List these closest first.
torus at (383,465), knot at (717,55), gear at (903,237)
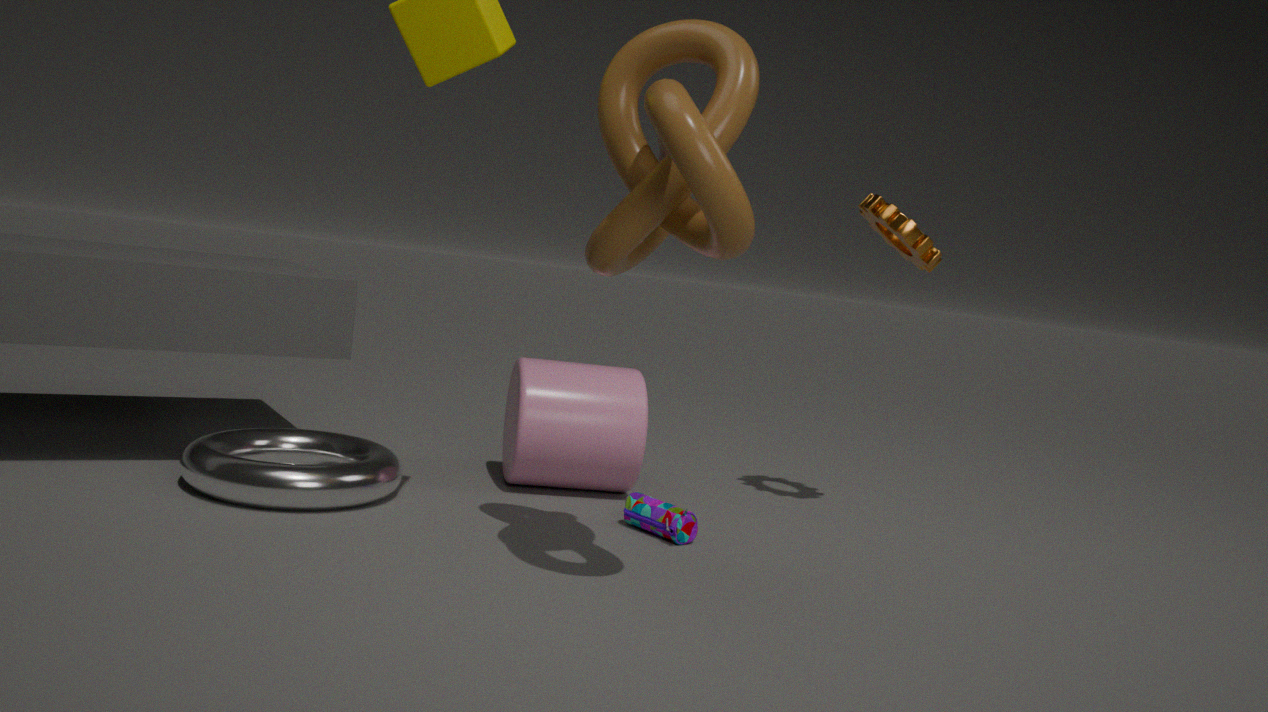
knot at (717,55) → torus at (383,465) → gear at (903,237)
